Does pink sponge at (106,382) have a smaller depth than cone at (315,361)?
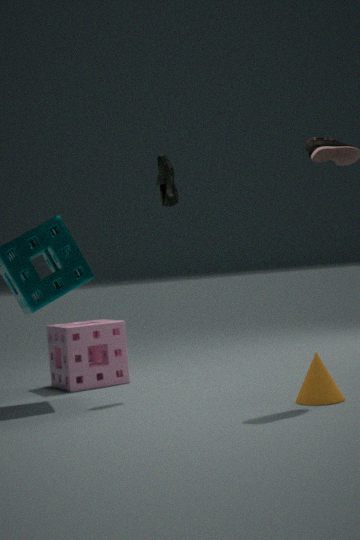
No
